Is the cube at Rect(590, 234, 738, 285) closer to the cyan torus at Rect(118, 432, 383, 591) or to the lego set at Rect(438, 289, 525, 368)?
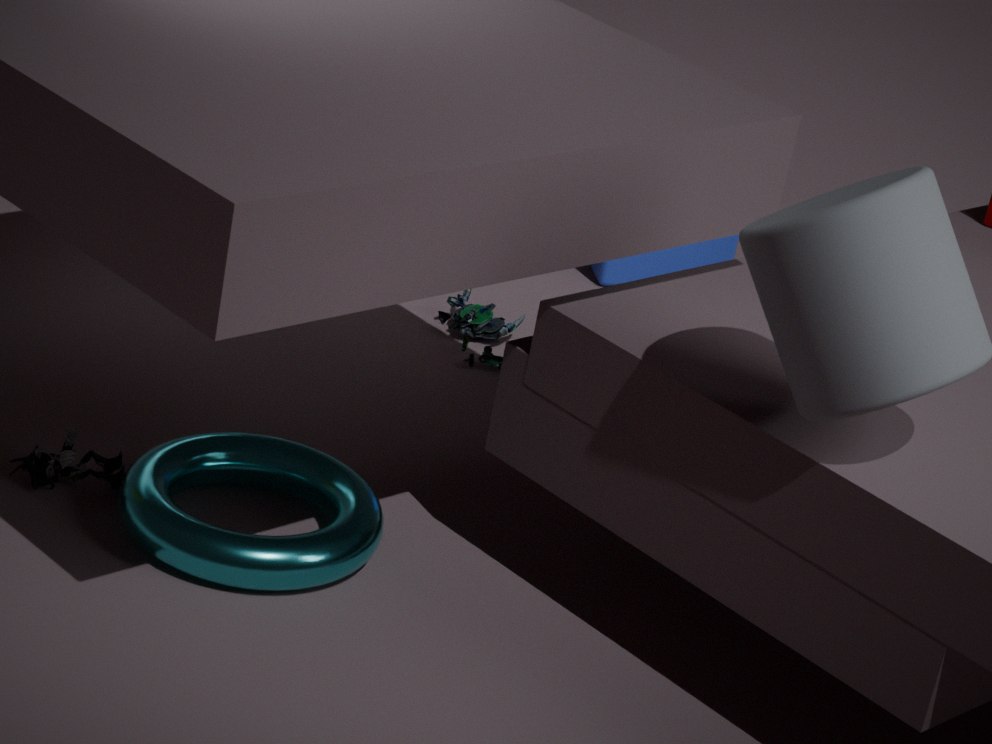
the lego set at Rect(438, 289, 525, 368)
